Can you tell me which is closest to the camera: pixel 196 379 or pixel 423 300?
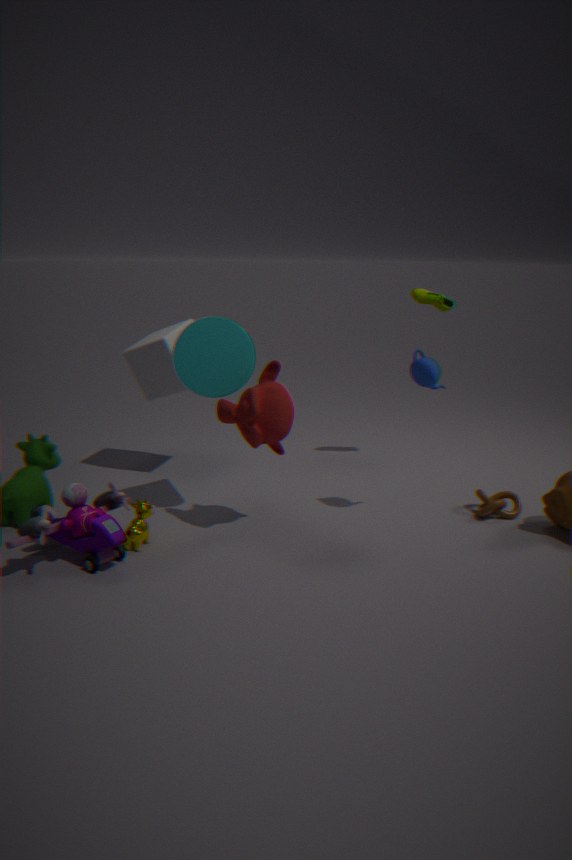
pixel 196 379
